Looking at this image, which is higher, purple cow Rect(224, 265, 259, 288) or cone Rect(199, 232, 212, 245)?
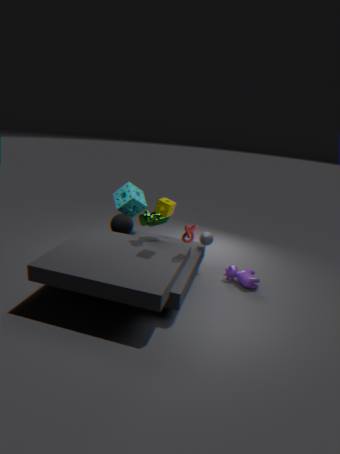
cone Rect(199, 232, 212, 245)
